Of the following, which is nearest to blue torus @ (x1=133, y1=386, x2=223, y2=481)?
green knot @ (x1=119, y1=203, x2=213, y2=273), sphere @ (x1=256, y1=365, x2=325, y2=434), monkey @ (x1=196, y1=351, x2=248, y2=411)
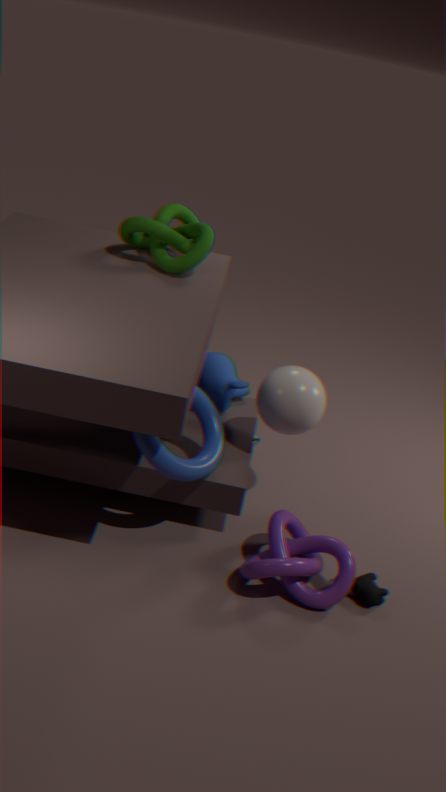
sphere @ (x1=256, y1=365, x2=325, y2=434)
